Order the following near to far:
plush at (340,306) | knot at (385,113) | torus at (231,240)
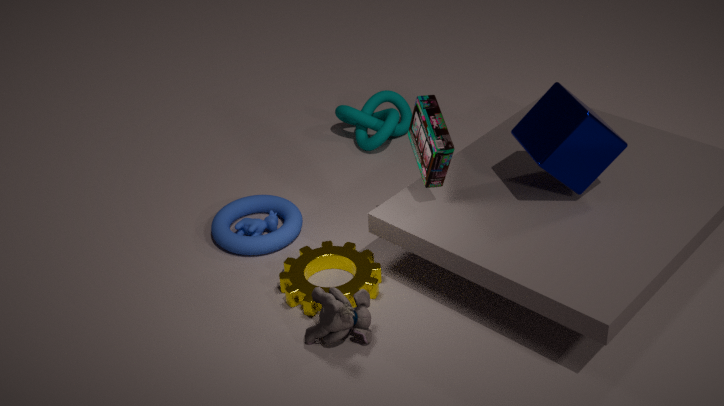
plush at (340,306), torus at (231,240), knot at (385,113)
